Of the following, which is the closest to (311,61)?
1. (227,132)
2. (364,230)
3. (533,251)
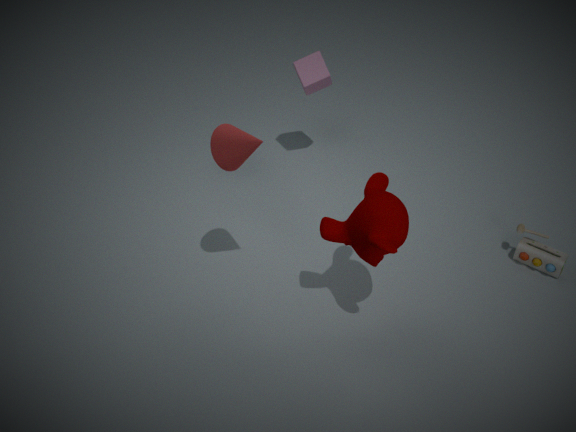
(227,132)
